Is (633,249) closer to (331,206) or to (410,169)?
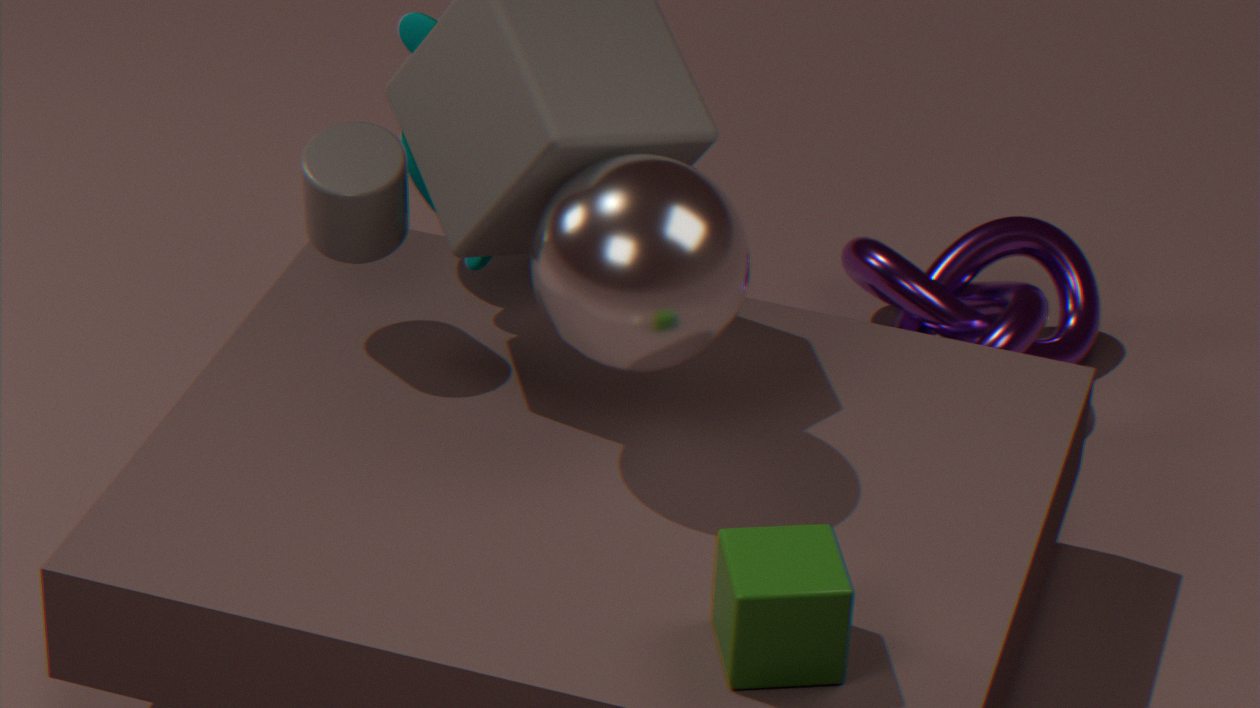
(331,206)
